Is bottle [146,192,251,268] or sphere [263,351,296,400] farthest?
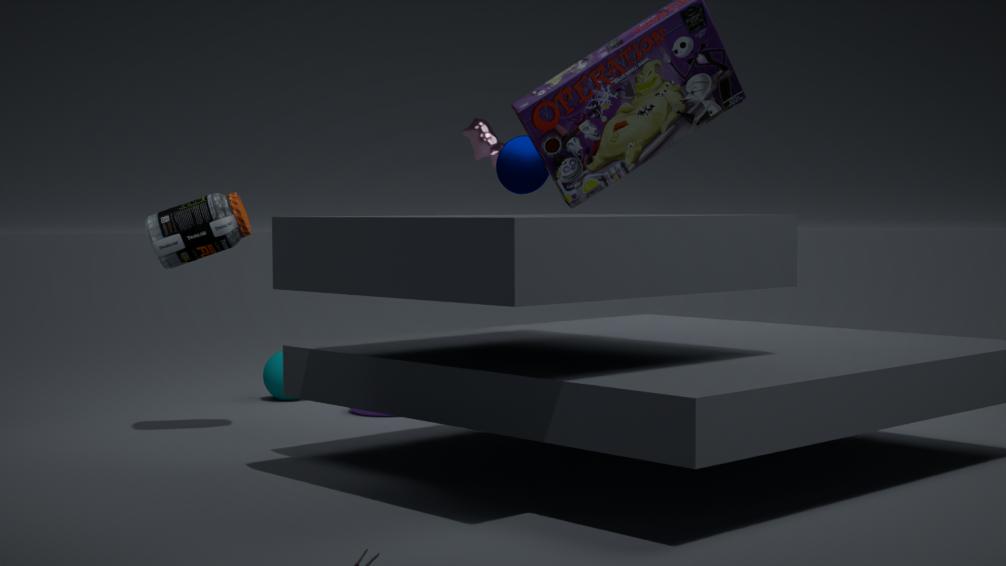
sphere [263,351,296,400]
